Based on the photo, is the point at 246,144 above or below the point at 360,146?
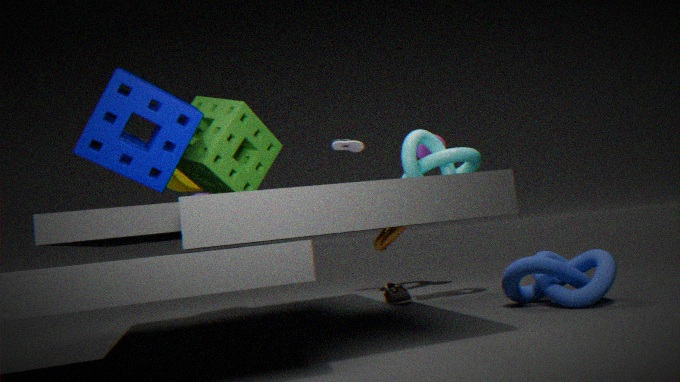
below
